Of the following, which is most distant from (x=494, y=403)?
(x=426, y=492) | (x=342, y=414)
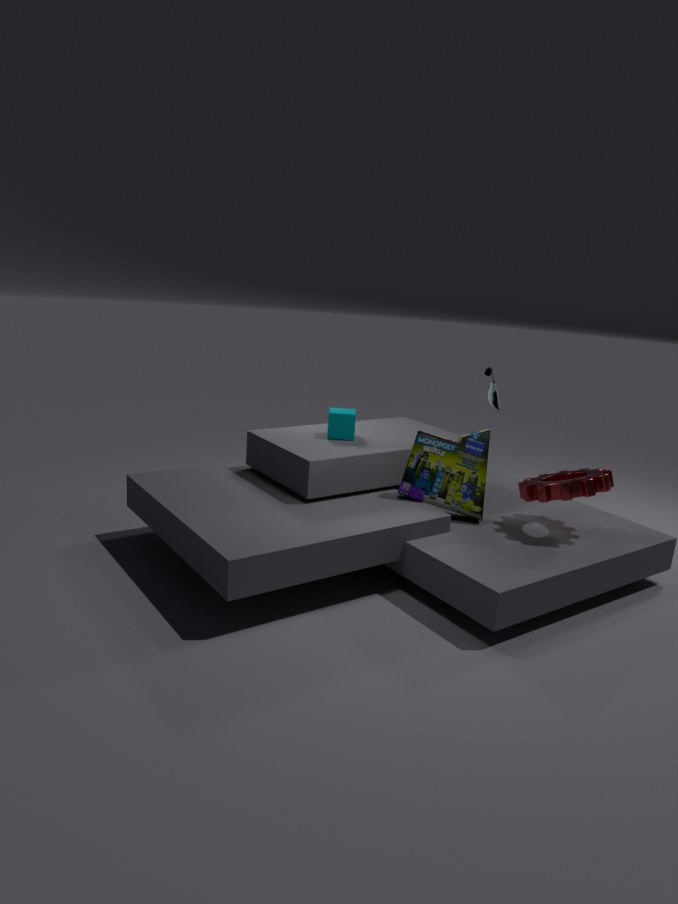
(x=342, y=414)
